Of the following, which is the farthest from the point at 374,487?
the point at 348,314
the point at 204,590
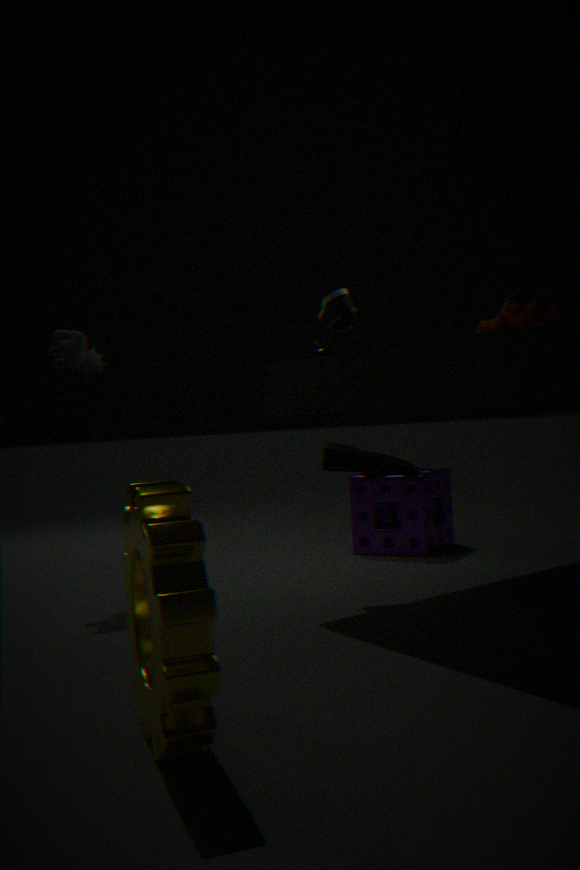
the point at 204,590
